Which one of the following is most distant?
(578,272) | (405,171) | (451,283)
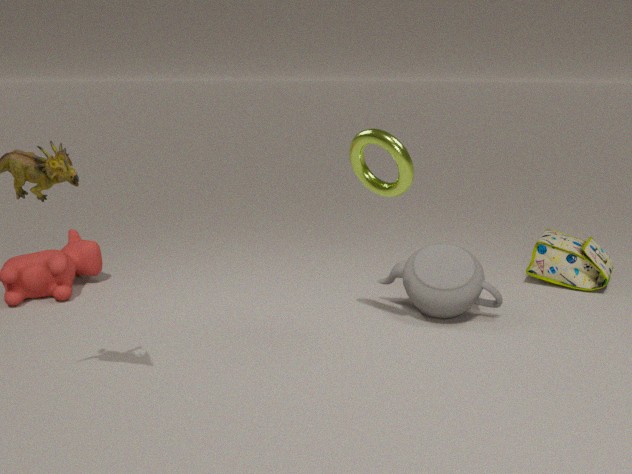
(578,272)
